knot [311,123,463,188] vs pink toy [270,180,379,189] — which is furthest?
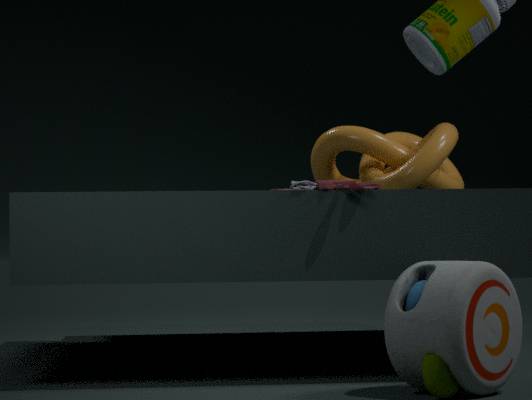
knot [311,123,463,188]
